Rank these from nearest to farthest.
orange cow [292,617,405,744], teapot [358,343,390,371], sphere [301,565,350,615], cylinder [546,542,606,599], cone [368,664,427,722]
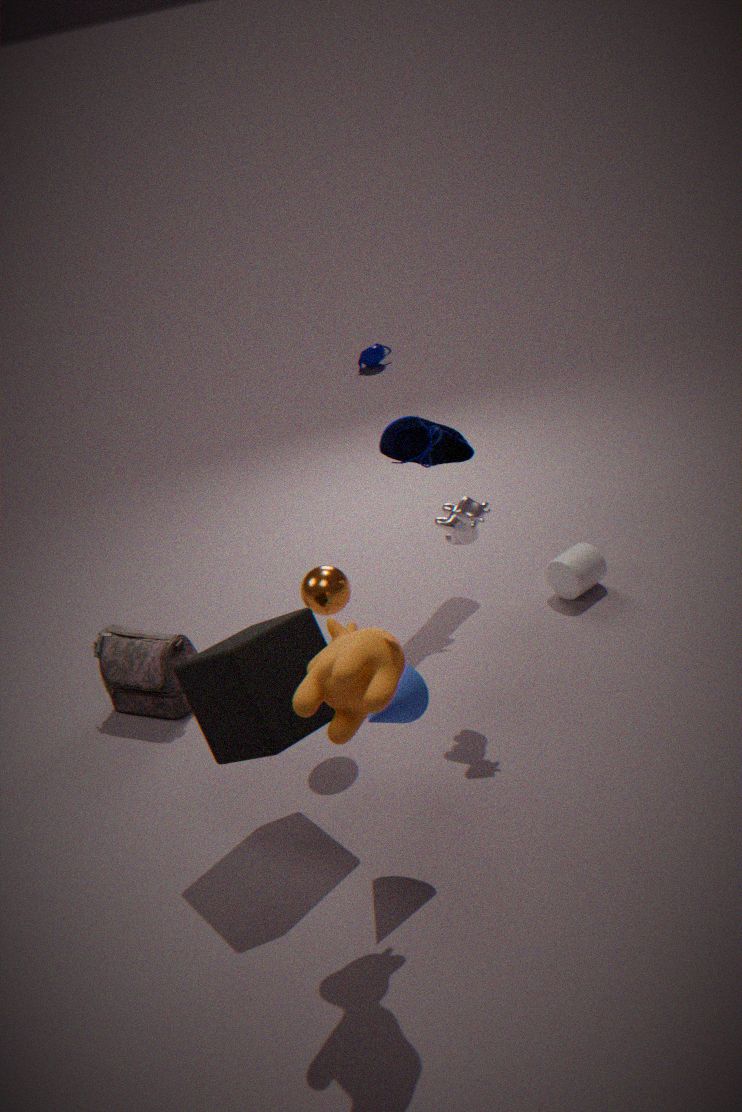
orange cow [292,617,405,744]
cone [368,664,427,722]
sphere [301,565,350,615]
cylinder [546,542,606,599]
teapot [358,343,390,371]
